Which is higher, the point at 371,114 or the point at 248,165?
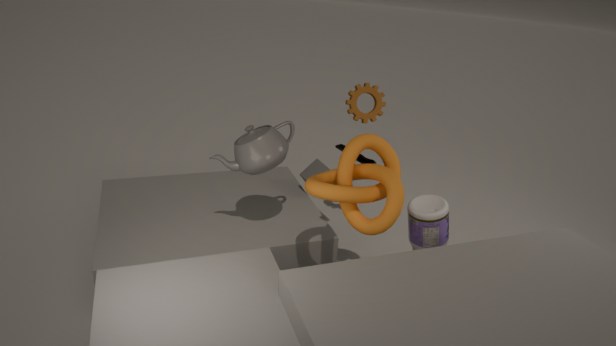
the point at 371,114
